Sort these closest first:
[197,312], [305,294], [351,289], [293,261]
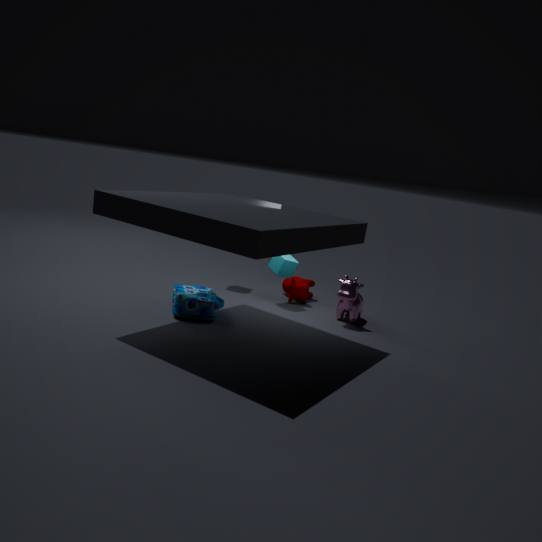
[197,312]
[351,289]
[293,261]
[305,294]
